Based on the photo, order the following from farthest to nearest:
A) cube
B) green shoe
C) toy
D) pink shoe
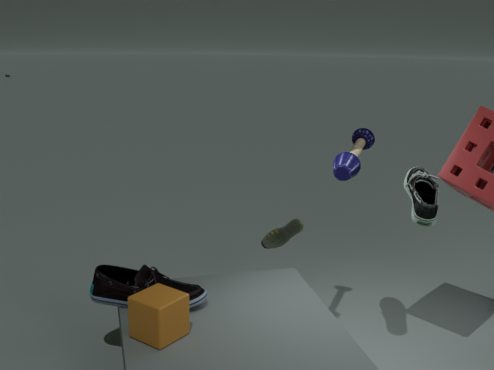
green shoe
pink shoe
toy
cube
